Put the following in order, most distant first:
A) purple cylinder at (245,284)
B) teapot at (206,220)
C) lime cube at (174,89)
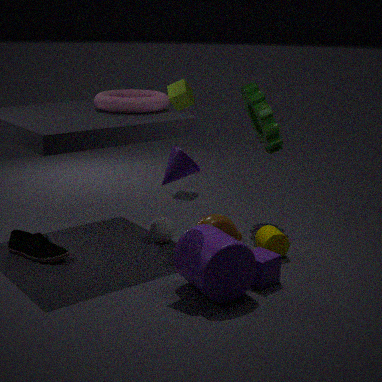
1. lime cube at (174,89)
2. teapot at (206,220)
3. purple cylinder at (245,284)
